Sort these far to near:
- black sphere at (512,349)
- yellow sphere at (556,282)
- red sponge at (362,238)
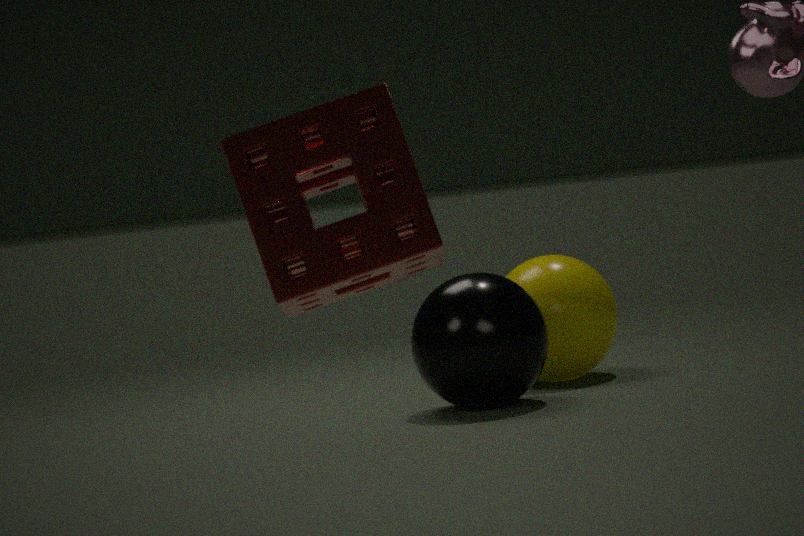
yellow sphere at (556,282), black sphere at (512,349), red sponge at (362,238)
